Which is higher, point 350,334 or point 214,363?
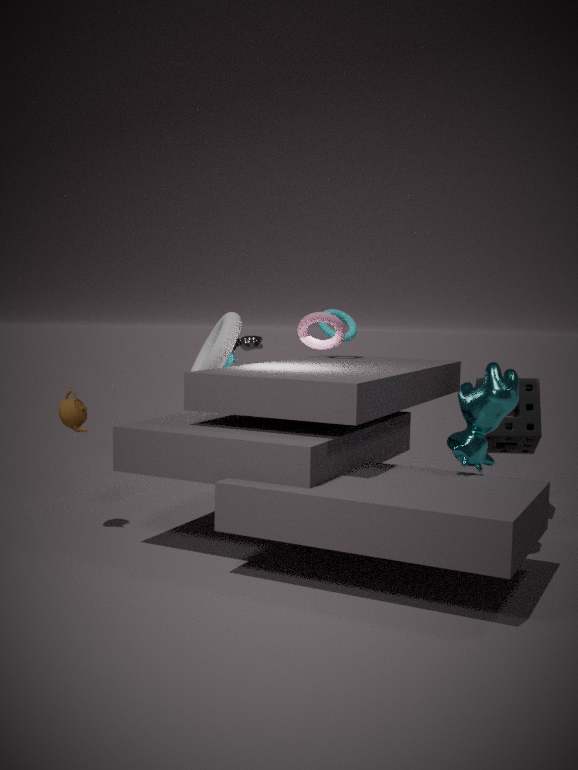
point 350,334
